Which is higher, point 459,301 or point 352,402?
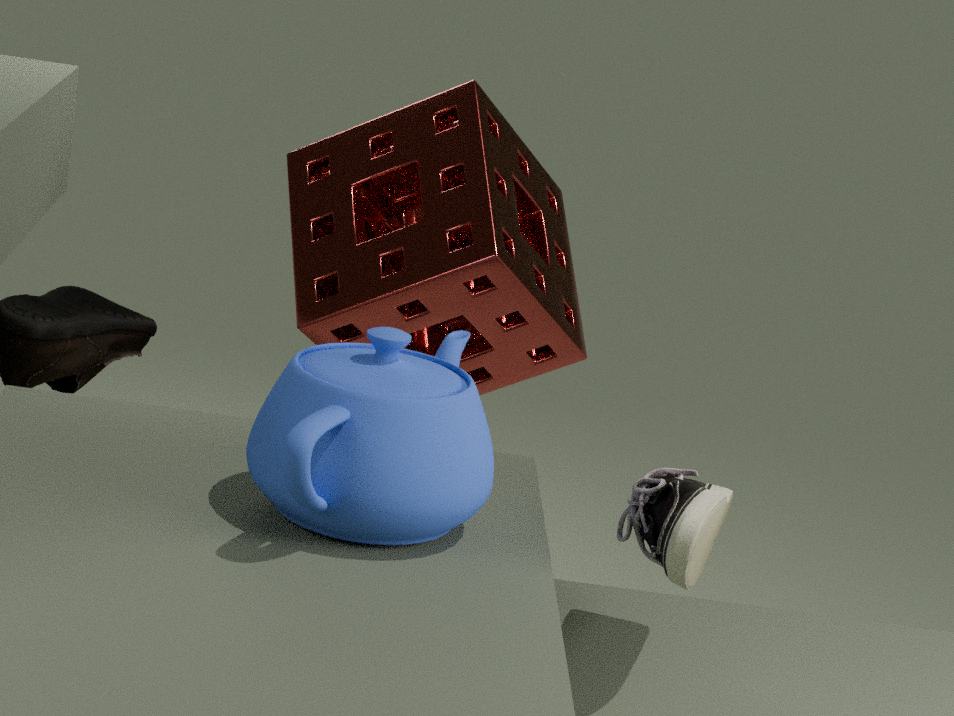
point 459,301
